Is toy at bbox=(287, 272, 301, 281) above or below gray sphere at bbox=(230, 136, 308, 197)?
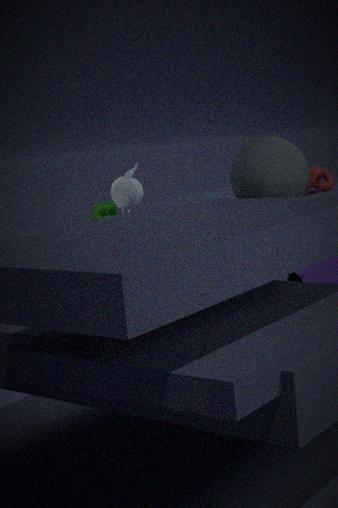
below
